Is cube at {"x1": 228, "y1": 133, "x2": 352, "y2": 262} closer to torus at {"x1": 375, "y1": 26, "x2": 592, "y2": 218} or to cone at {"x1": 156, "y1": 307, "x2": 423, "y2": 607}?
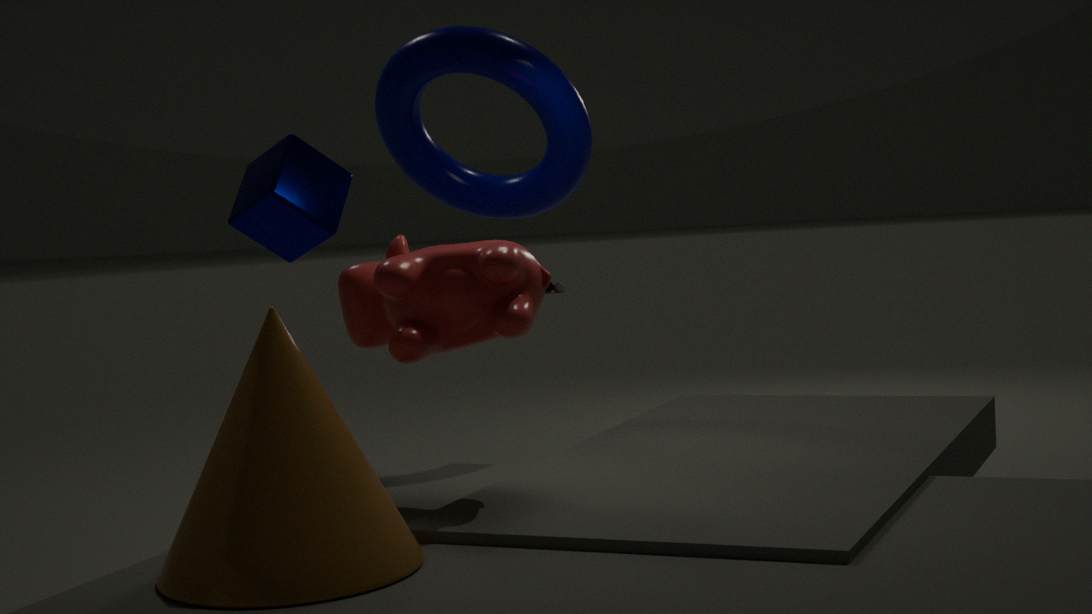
torus at {"x1": 375, "y1": 26, "x2": 592, "y2": 218}
